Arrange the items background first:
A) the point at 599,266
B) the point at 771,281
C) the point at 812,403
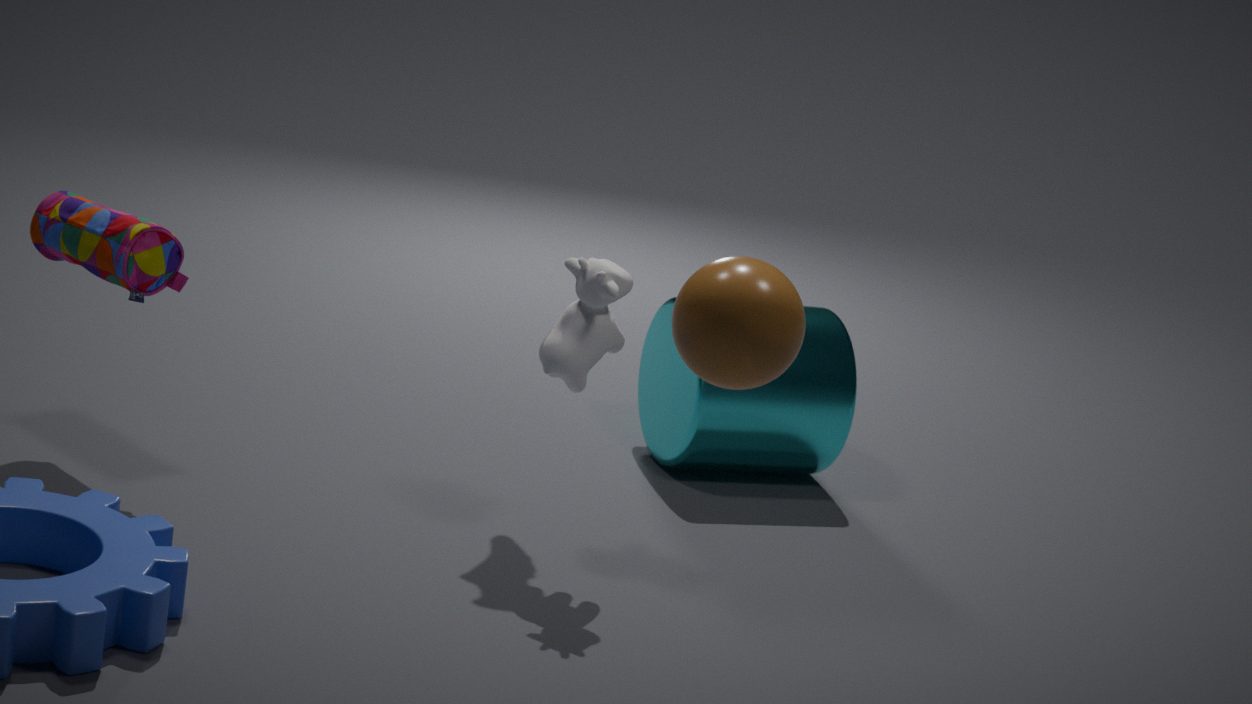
the point at 812,403
the point at 599,266
the point at 771,281
